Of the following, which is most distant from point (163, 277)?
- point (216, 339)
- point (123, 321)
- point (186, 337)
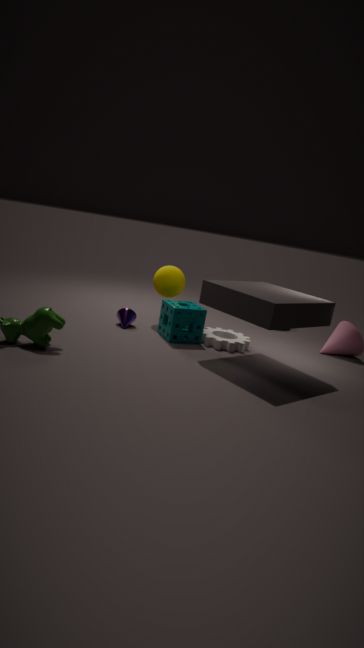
point (216, 339)
